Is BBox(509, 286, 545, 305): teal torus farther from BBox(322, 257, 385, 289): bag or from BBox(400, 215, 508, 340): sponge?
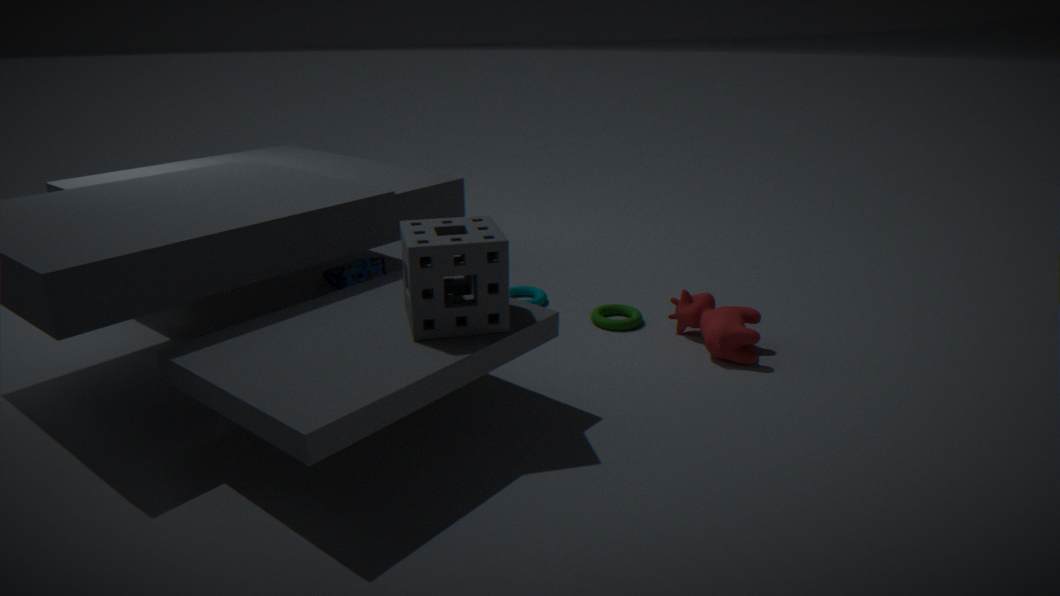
BBox(400, 215, 508, 340): sponge
